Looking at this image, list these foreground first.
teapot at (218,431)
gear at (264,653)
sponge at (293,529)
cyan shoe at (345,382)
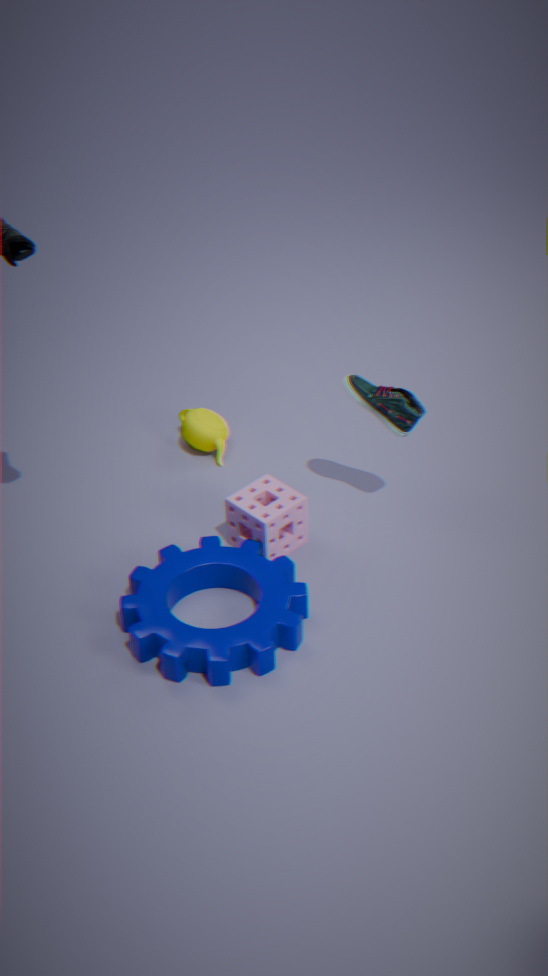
1. gear at (264,653)
2. cyan shoe at (345,382)
3. sponge at (293,529)
4. teapot at (218,431)
